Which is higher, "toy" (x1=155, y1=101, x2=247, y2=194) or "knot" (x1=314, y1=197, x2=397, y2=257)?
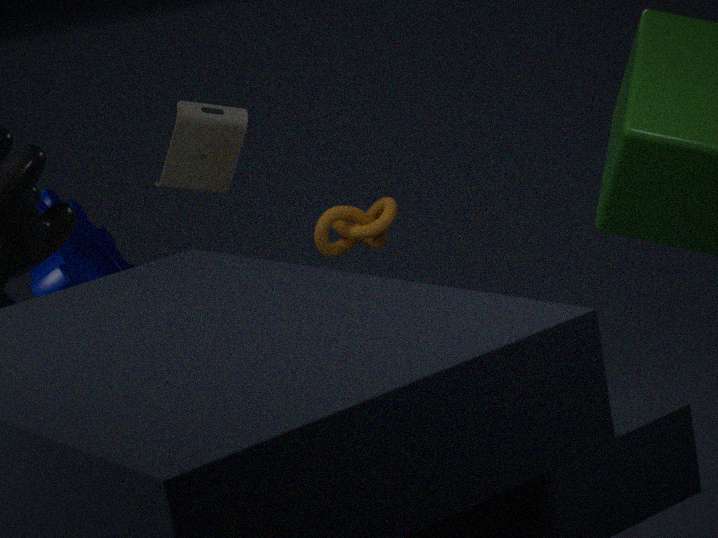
"toy" (x1=155, y1=101, x2=247, y2=194)
